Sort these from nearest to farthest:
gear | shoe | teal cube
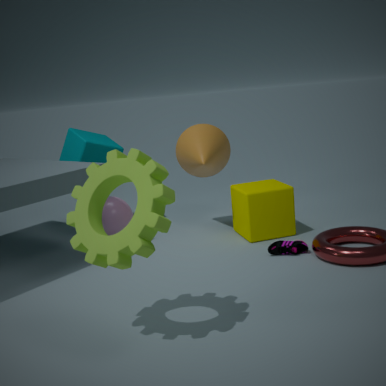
gear < shoe < teal cube
